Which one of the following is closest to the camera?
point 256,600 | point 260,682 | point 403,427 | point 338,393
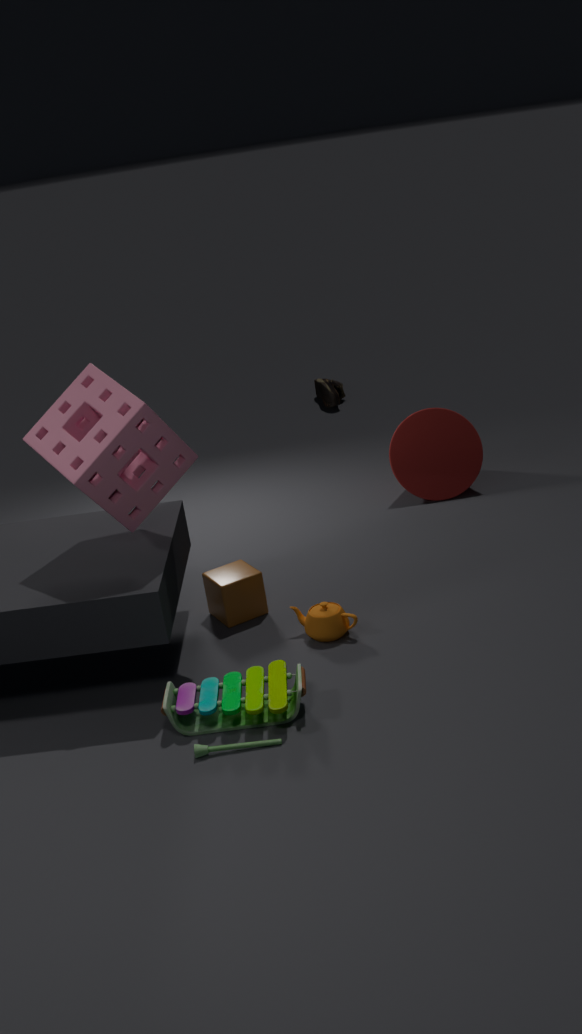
point 260,682
